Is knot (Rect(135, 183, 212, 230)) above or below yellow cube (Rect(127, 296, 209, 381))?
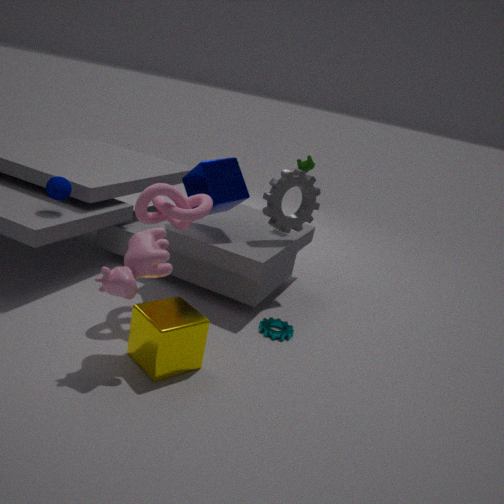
above
